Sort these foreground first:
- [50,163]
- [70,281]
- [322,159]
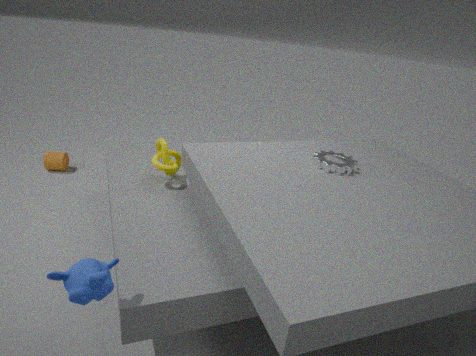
[70,281] < [322,159] < [50,163]
